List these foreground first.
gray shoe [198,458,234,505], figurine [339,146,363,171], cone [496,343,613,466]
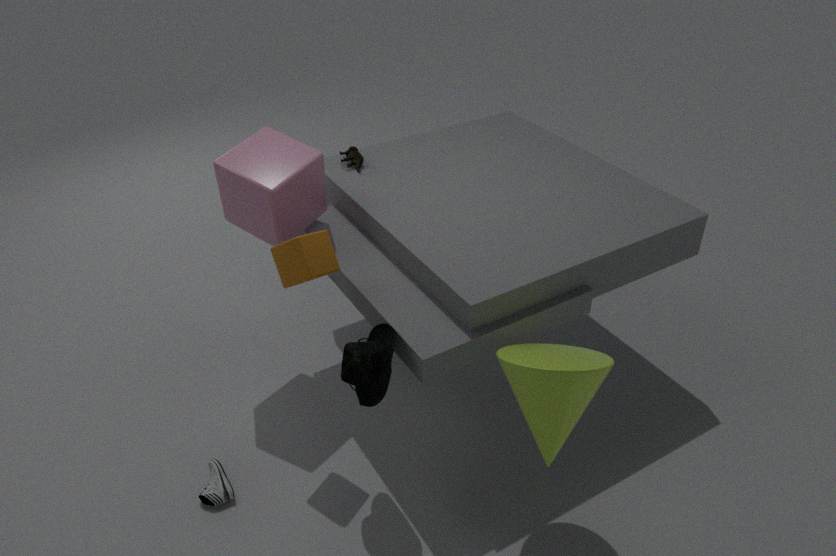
1. cone [496,343,613,466]
2. gray shoe [198,458,234,505]
3. figurine [339,146,363,171]
